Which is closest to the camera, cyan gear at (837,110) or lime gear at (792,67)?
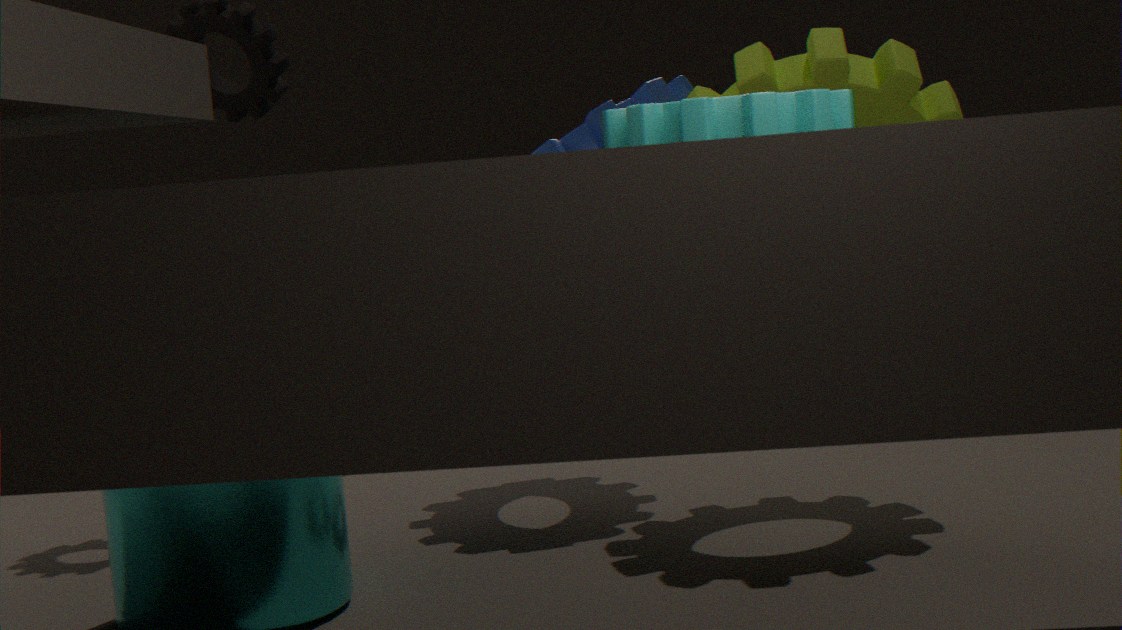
cyan gear at (837,110)
